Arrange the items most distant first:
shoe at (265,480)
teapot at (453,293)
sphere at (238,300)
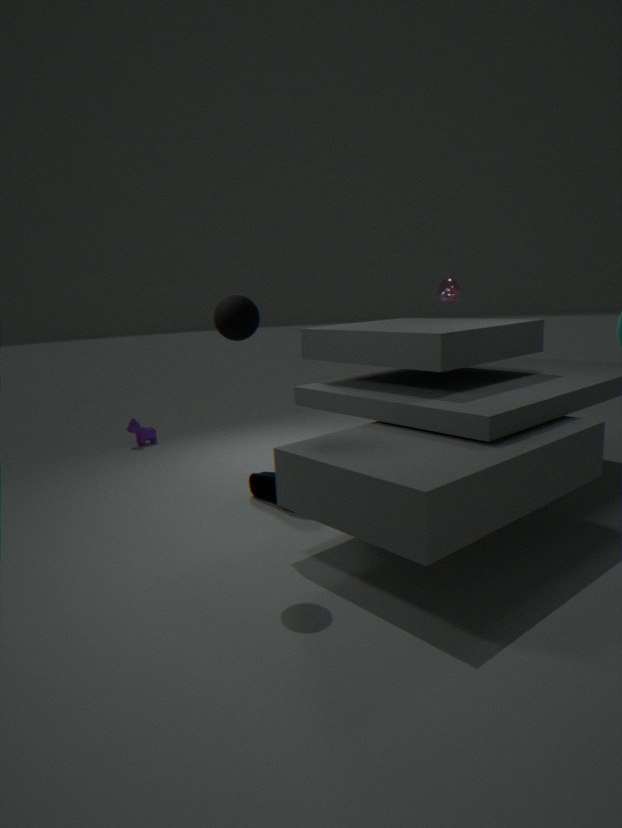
teapot at (453,293)
shoe at (265,480)
sphere at (238,300)
